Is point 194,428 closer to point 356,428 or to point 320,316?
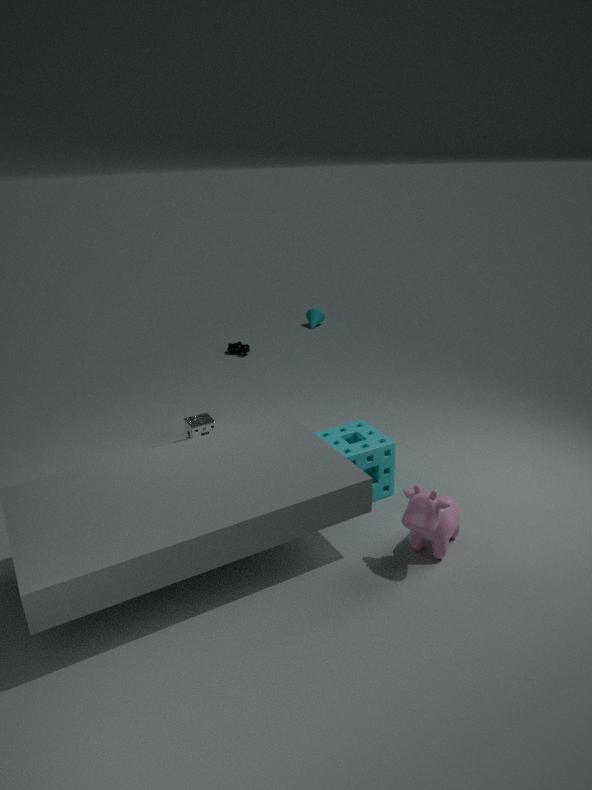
point 356,428
